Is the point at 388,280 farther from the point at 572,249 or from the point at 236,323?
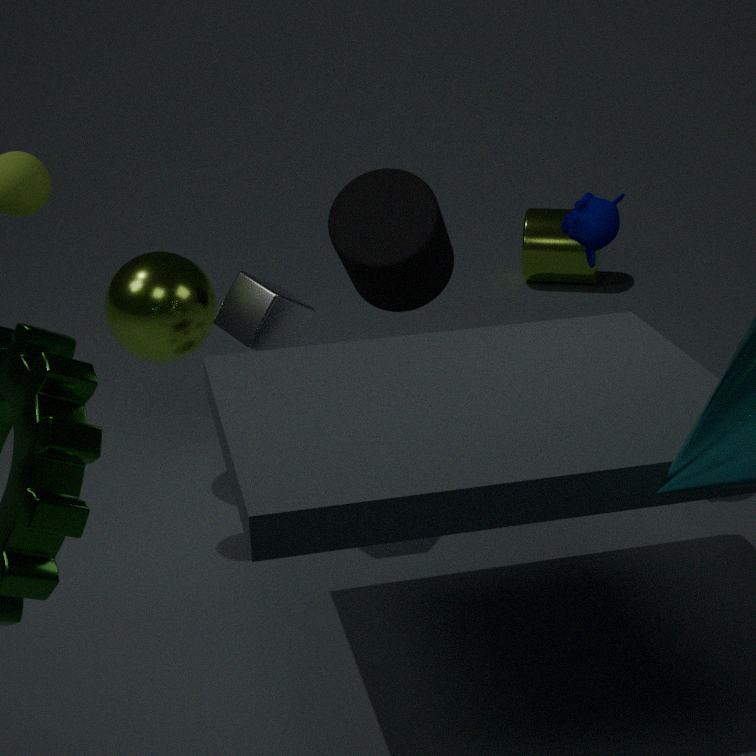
the point at 572,249
